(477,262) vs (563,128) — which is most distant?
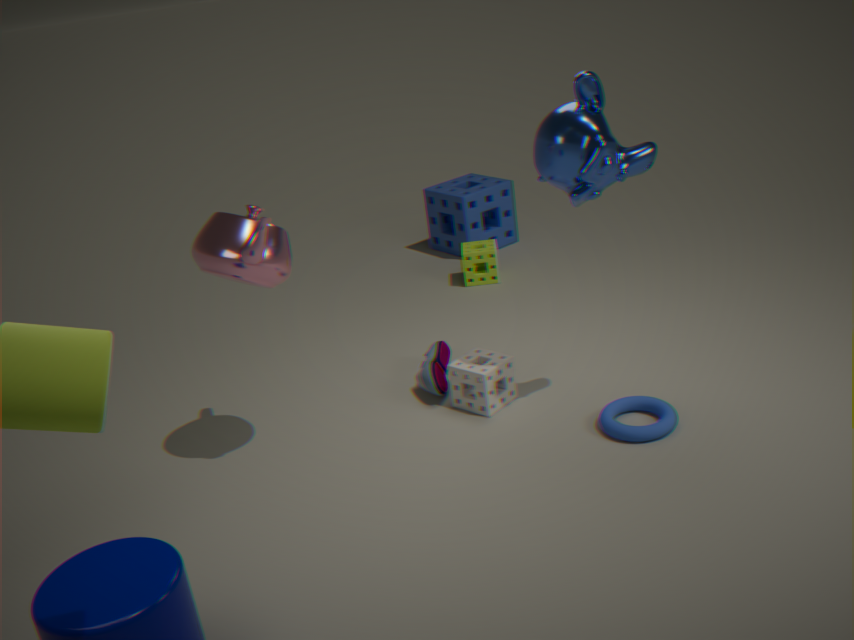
(477,262)
